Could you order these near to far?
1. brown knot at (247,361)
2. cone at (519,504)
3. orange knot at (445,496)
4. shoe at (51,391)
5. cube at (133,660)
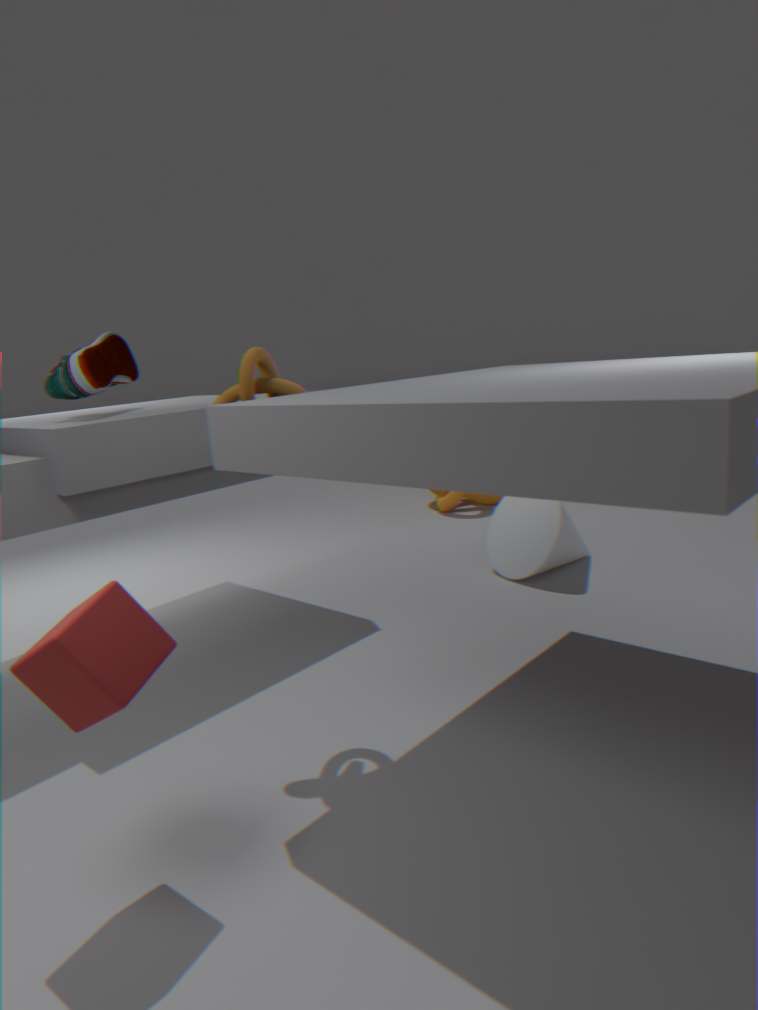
cube at (133,660)
brown knot at (247,361)
shoe at (51,391)
cone at (519,504)
orange knot at (445,496)
